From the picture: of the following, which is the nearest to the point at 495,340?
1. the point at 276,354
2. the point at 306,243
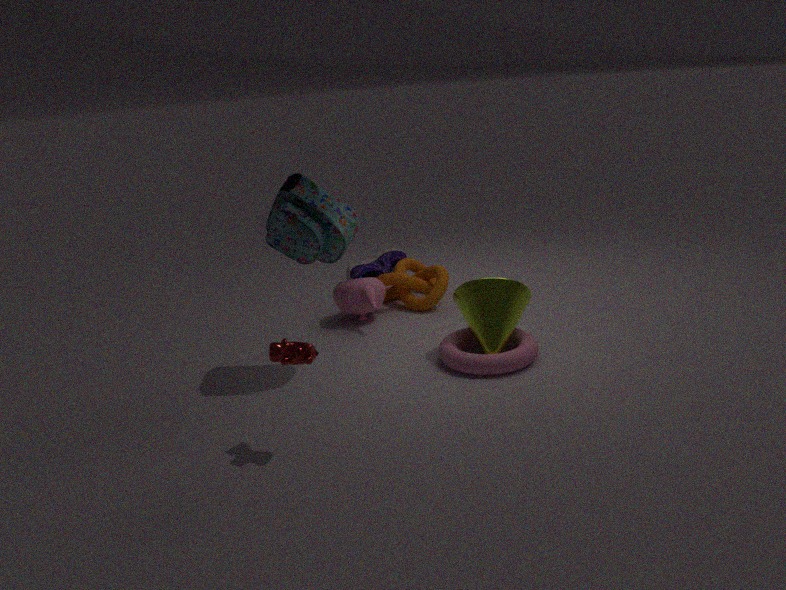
the point at 306,243
